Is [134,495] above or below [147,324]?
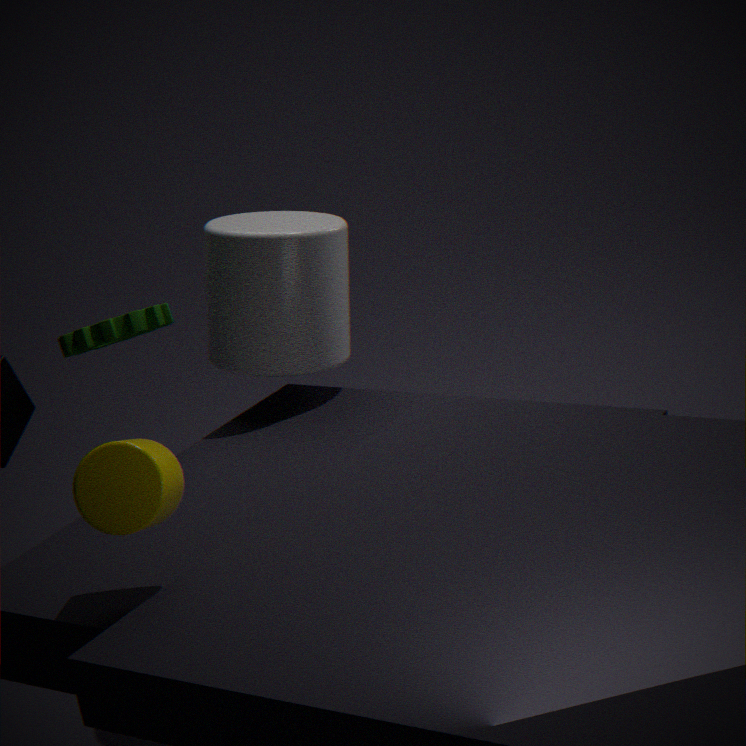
below
